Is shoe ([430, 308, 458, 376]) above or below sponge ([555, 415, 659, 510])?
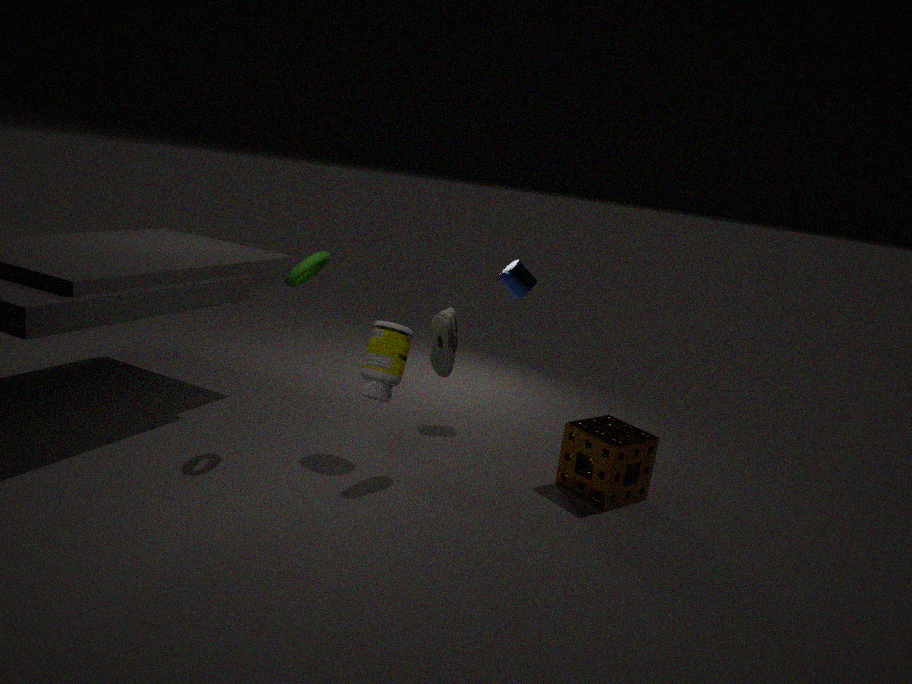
above
